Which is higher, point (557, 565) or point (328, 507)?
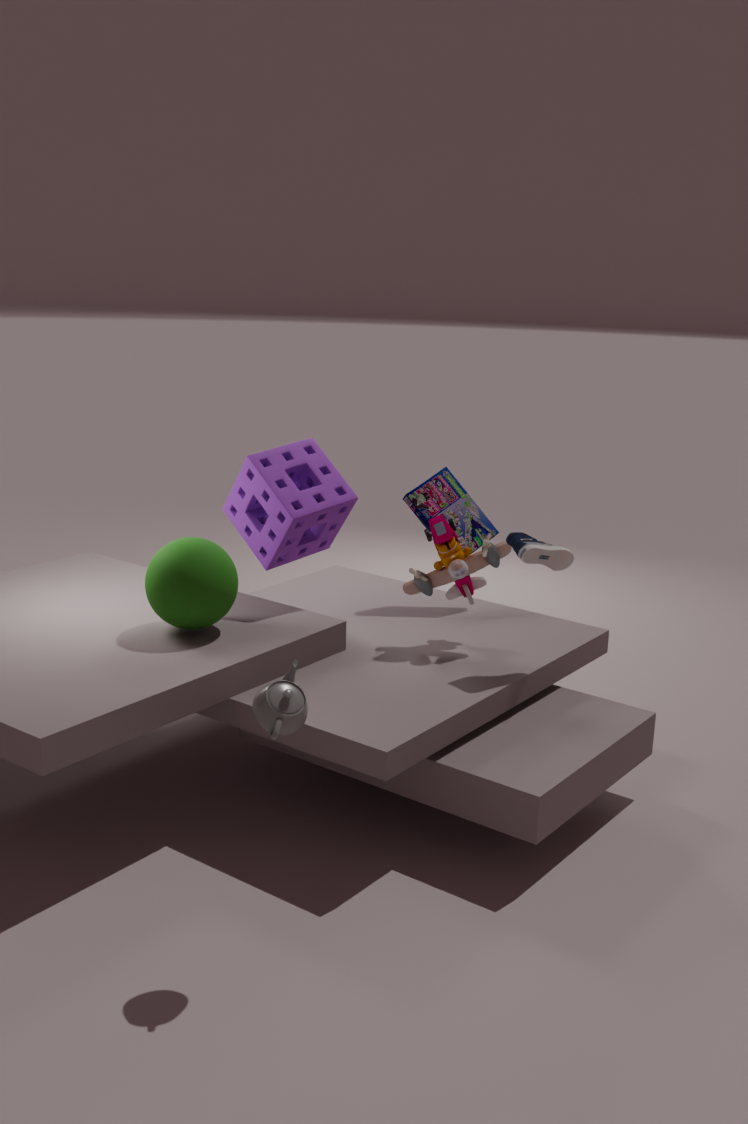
point (328, 507)
